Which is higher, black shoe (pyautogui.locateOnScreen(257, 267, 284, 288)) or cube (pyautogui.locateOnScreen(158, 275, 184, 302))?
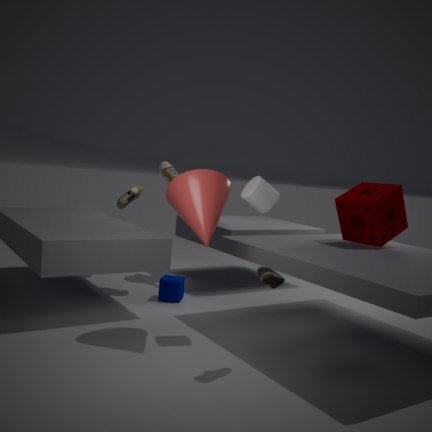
black shoe (pyautogui.locateOnScreen(257, 267, 284, 288))
